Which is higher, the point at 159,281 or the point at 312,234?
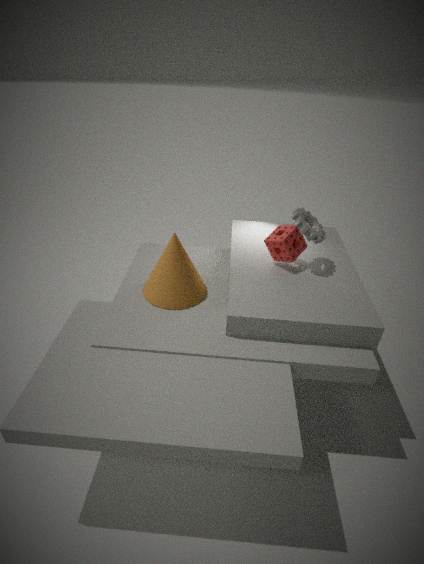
the point at 312,234
